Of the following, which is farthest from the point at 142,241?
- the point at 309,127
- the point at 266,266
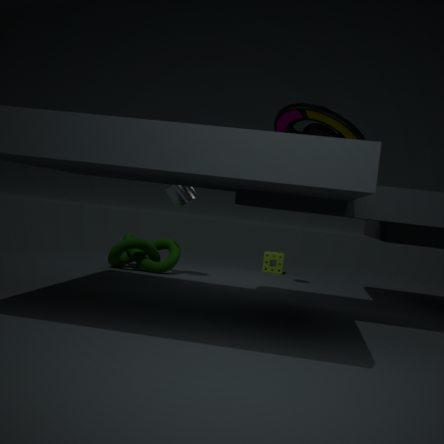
the point at 309,127
